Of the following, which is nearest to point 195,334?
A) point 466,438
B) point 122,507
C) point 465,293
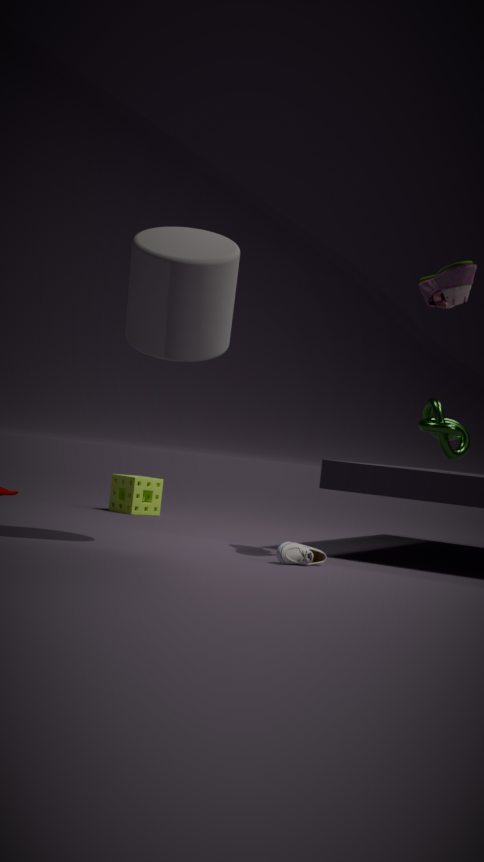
point 465,293
